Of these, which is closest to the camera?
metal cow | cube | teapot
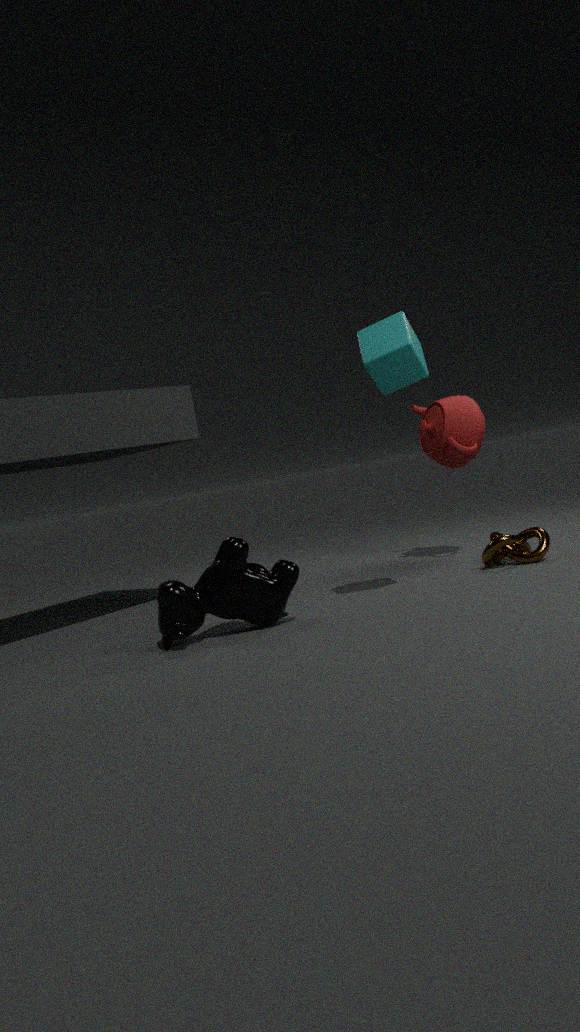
metal cow
